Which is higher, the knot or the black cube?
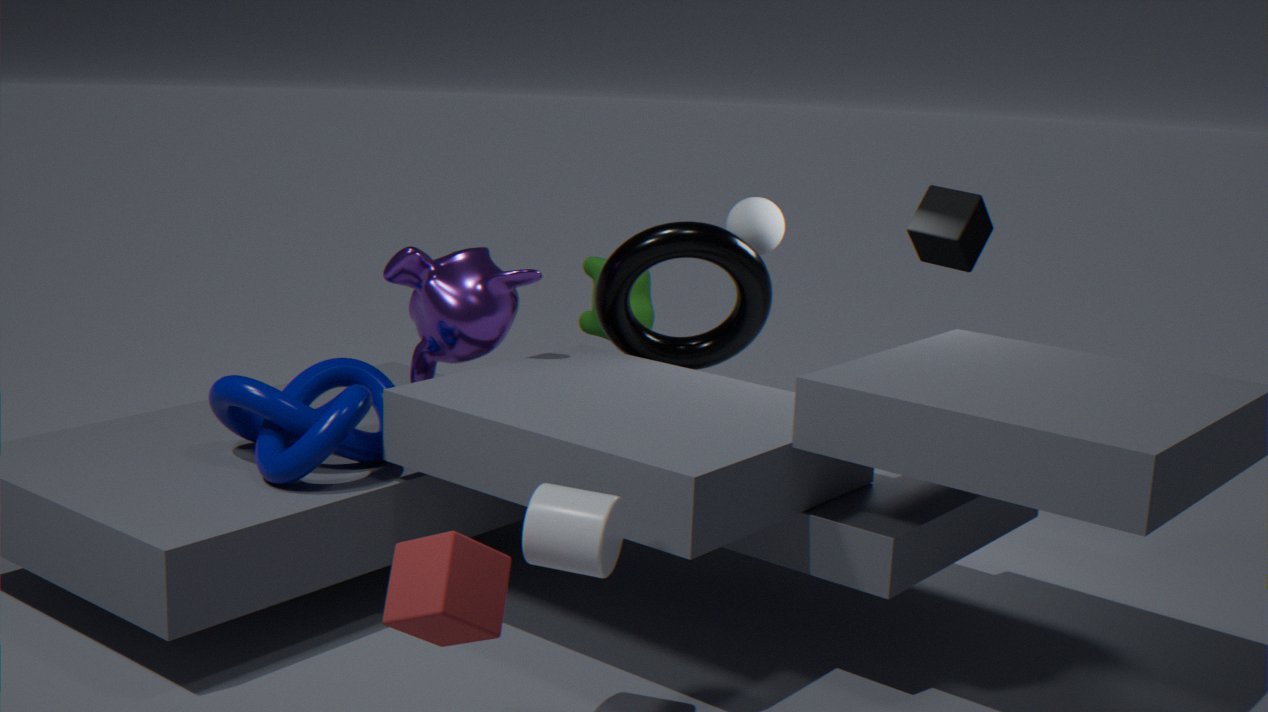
the black cube
